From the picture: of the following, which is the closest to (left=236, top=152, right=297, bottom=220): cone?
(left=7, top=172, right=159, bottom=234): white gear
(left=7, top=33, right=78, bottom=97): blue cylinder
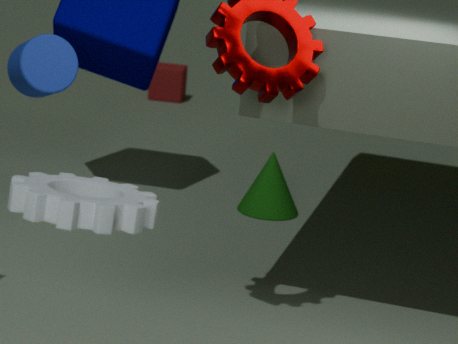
(left=7, top=33, right=78, bottom=97): blue cylinder
